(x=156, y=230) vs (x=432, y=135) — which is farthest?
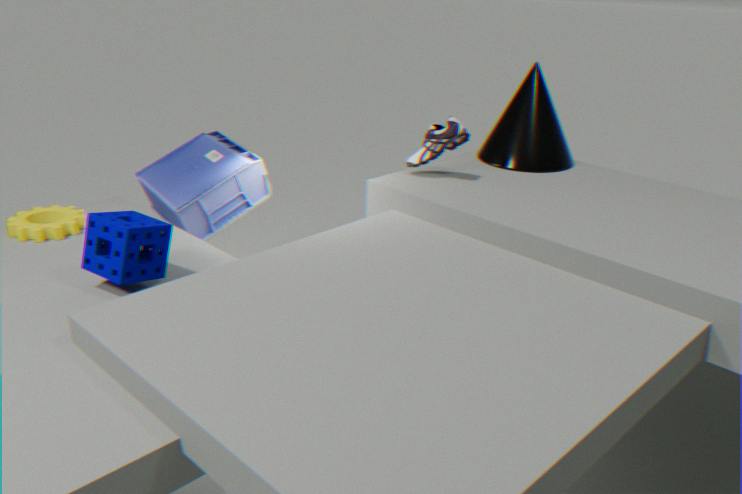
(x=432, y=135)
